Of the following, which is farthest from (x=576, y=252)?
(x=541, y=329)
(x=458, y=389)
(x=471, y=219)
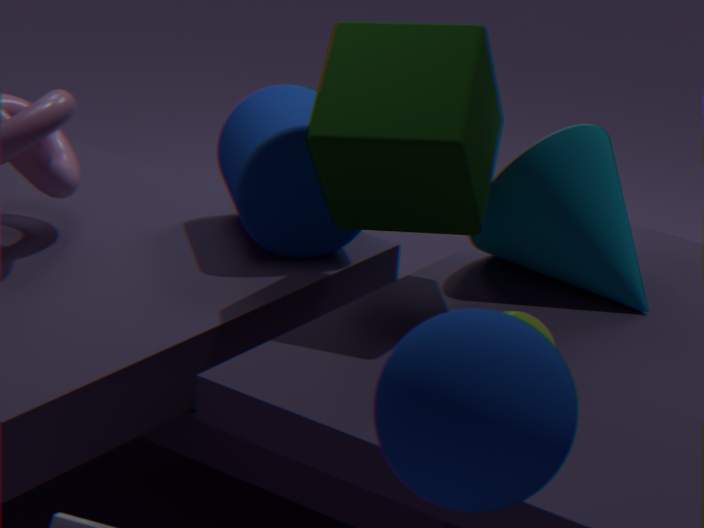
(x=458, y=389)
